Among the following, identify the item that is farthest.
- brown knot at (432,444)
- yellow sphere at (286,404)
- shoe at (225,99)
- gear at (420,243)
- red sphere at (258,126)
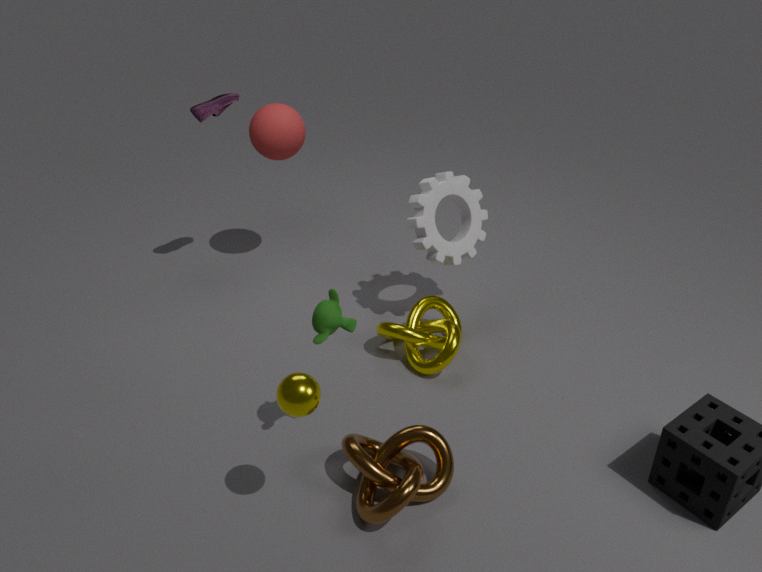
red sphere at (258,126)
